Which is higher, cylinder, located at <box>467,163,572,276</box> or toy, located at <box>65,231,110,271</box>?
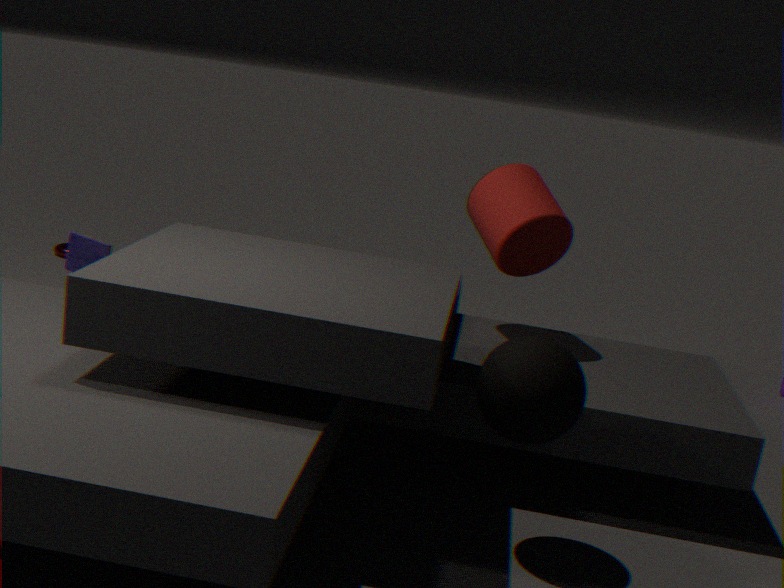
cylinder, located at <box>467,163,572,276</box>
